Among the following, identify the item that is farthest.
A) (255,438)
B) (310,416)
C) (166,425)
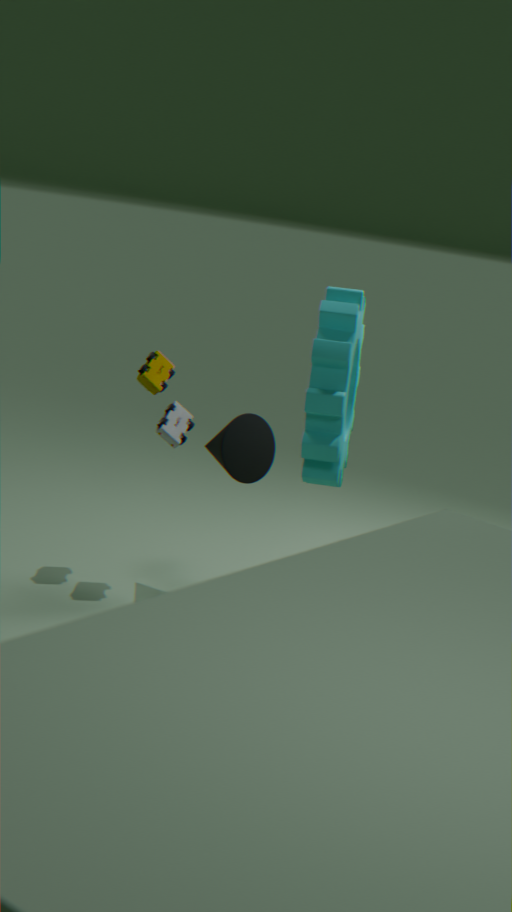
(255,438)
